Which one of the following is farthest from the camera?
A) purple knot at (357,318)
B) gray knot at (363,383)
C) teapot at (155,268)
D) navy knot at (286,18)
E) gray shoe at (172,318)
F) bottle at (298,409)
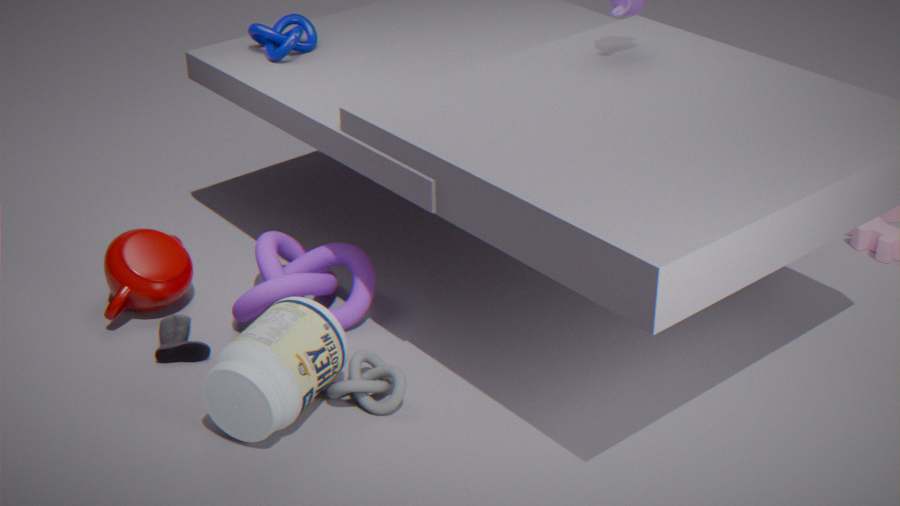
navy knot at (286,18)
